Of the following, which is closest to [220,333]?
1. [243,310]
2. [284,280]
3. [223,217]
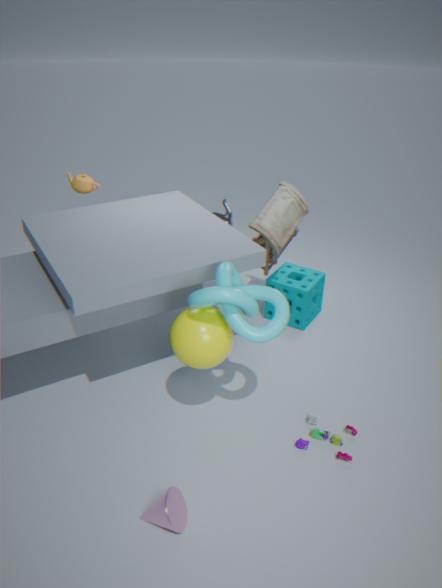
[243,310]
